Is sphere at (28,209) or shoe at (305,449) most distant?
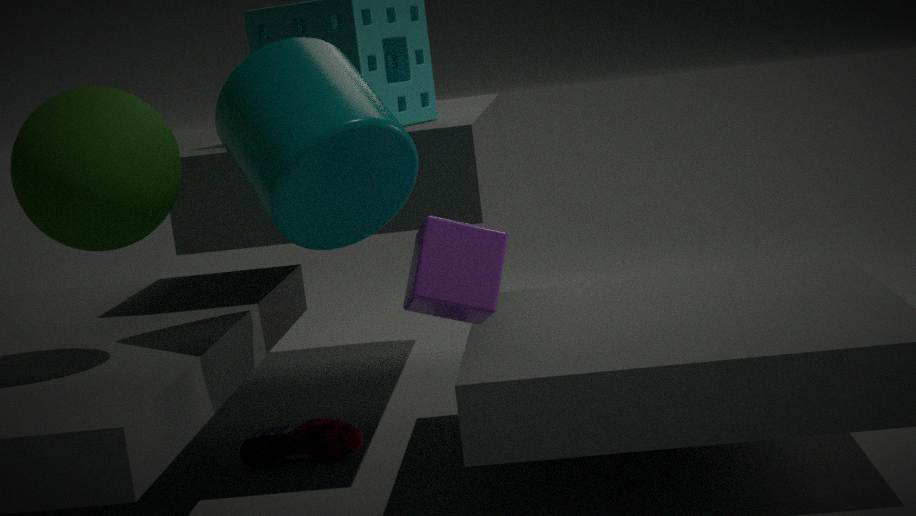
shoe at (305,449)
